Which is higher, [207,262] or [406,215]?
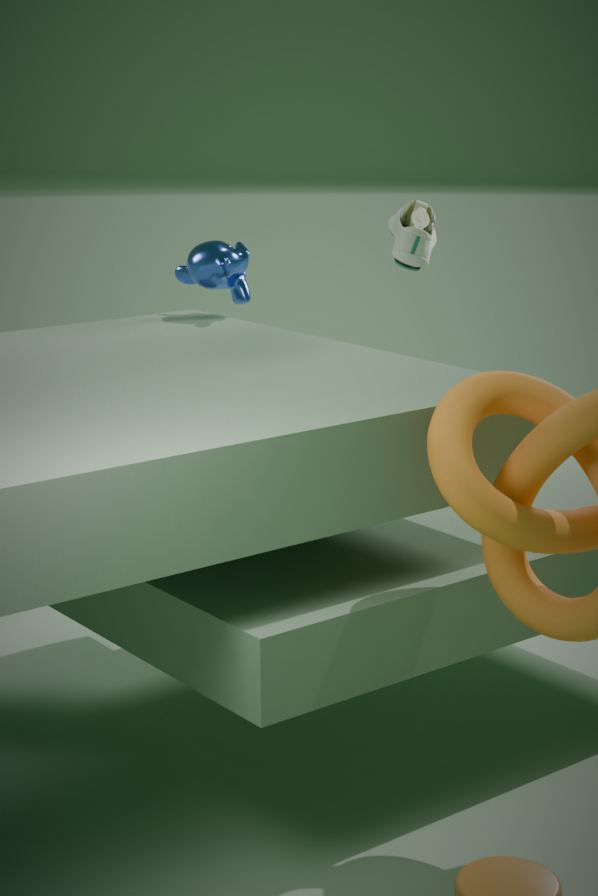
[406,215]
